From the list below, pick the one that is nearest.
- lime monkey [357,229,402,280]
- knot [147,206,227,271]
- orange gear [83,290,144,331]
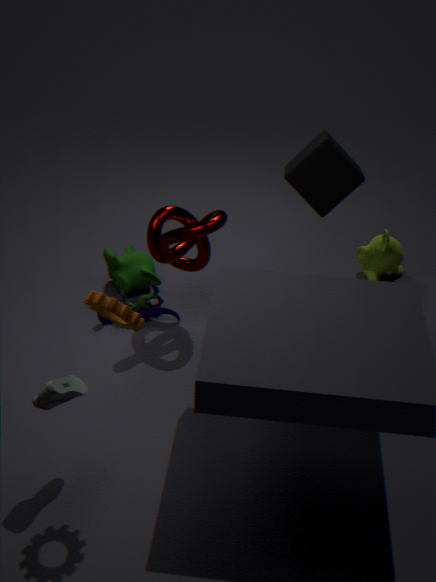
orange gear [83,290,144,331]
